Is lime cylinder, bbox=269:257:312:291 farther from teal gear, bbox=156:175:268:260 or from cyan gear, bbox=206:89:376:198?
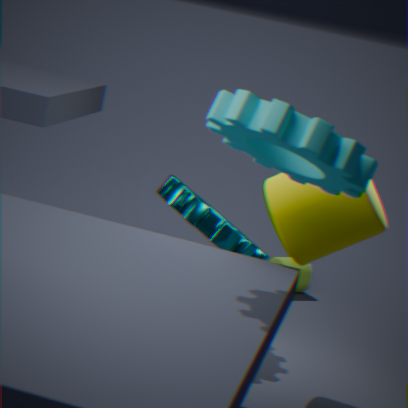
cyan gear, bbox=206:89:376:198
